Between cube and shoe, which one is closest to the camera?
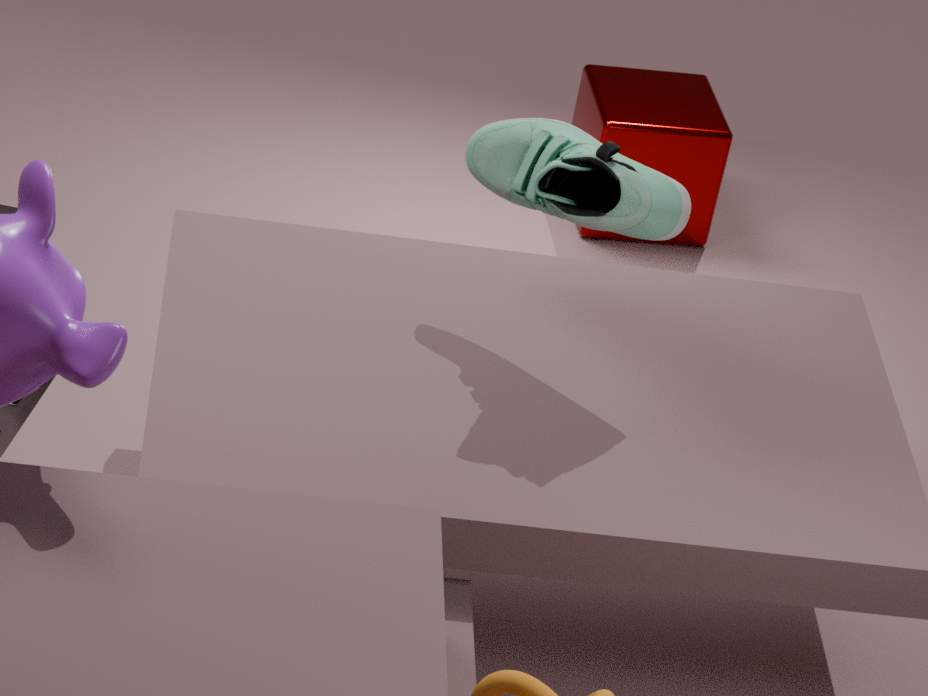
shoe
